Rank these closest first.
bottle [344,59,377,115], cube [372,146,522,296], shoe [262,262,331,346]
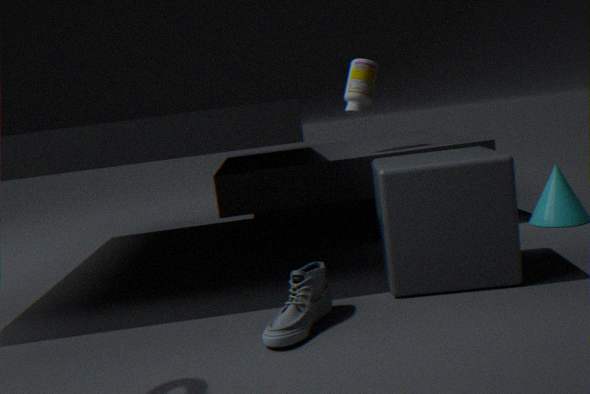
shoe [262,262,331,346], cube [372,146,522,296], bottle [344,59,377,115]
